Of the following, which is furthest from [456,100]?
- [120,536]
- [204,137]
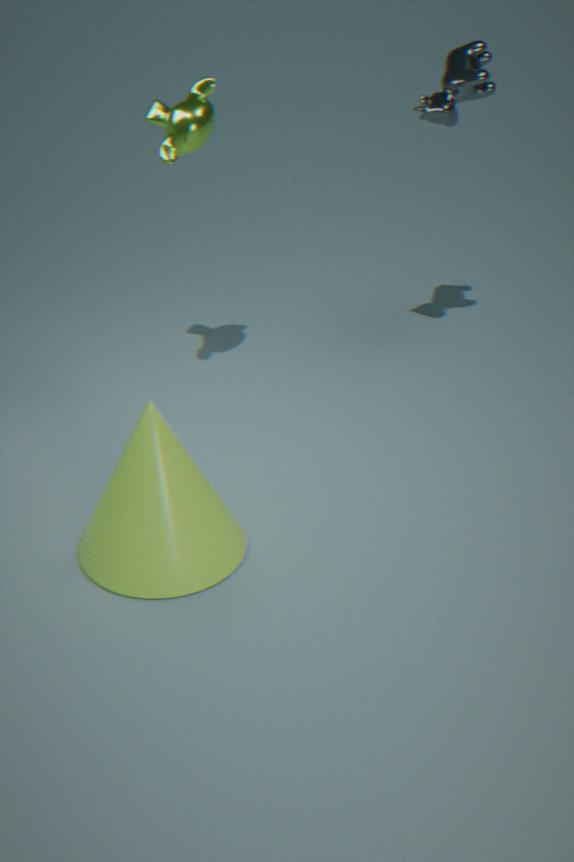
[120,536]
